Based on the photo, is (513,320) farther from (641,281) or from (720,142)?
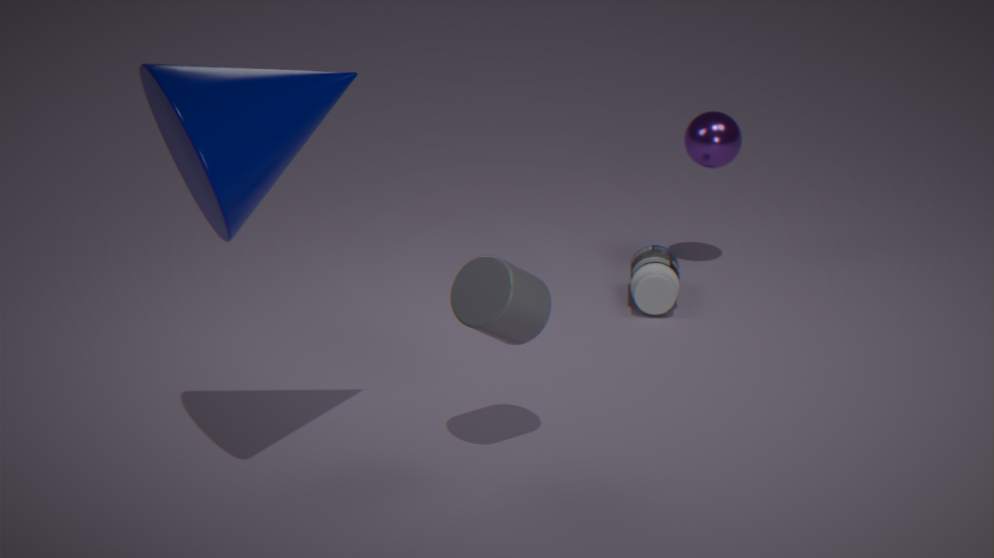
(720,142)
